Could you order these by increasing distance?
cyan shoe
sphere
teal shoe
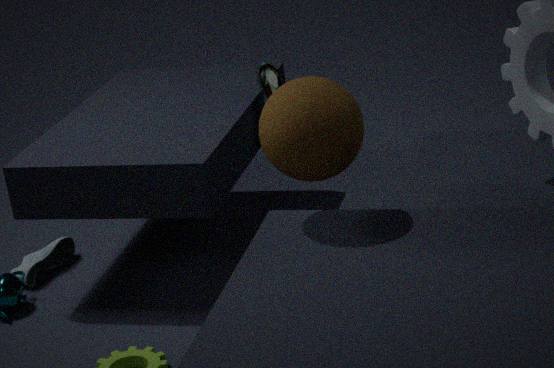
sphere
teal shoe
cyan shoe
